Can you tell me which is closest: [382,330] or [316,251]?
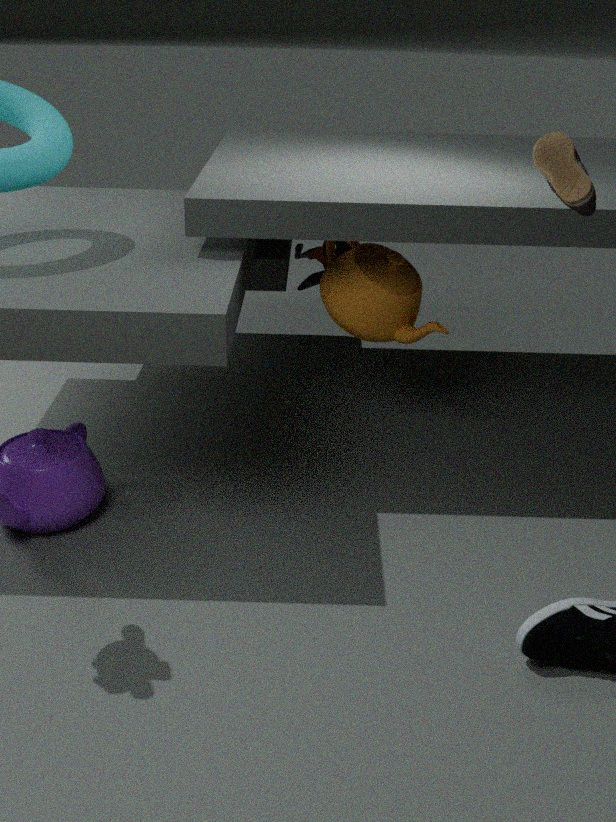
[382,330]
